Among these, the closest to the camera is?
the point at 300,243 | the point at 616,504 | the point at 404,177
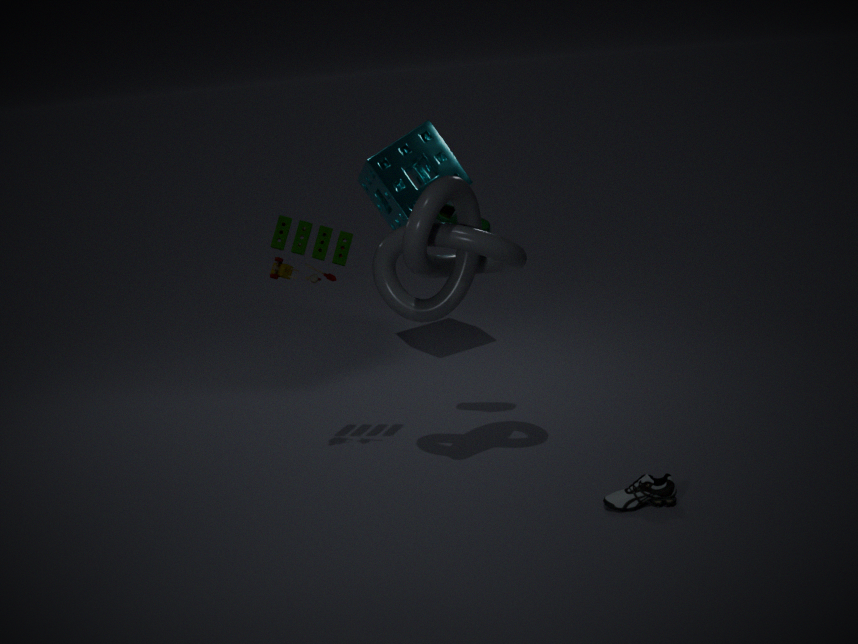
the point at 616,504
